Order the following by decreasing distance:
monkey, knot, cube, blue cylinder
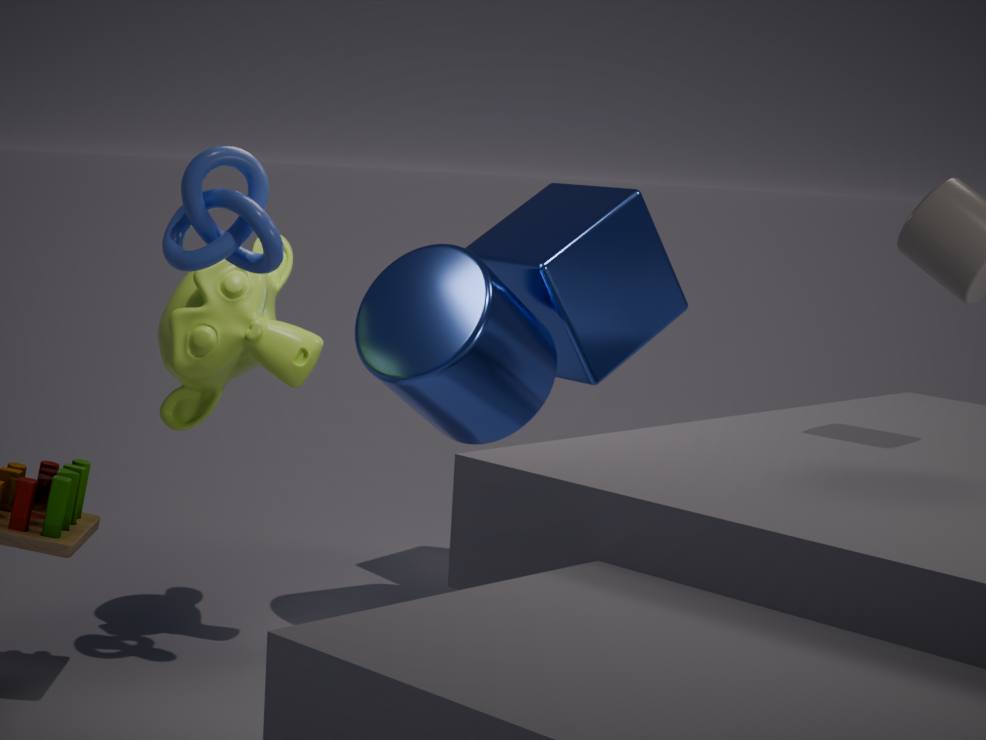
cube
blue cylinder
monkey
knot
